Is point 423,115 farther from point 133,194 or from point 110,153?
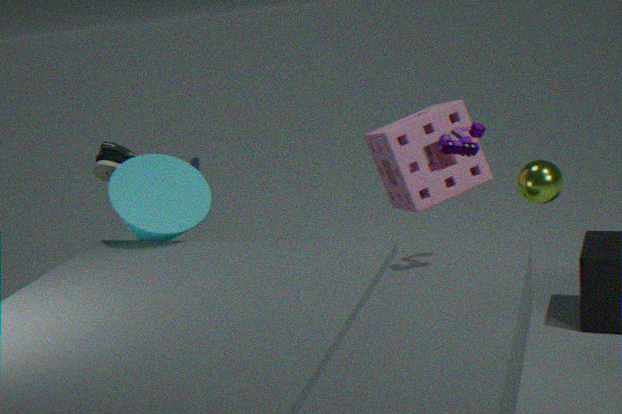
point 110,153
